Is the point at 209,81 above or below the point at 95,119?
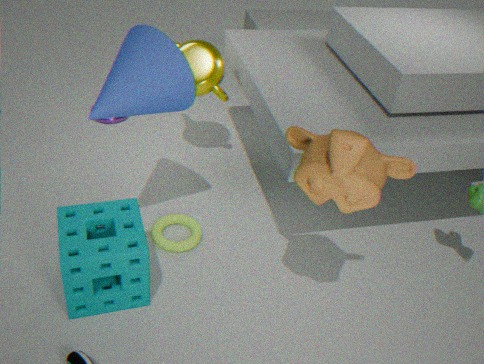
above
